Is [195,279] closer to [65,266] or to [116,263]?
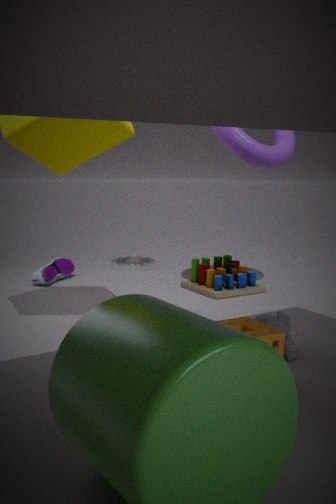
[116,263]
